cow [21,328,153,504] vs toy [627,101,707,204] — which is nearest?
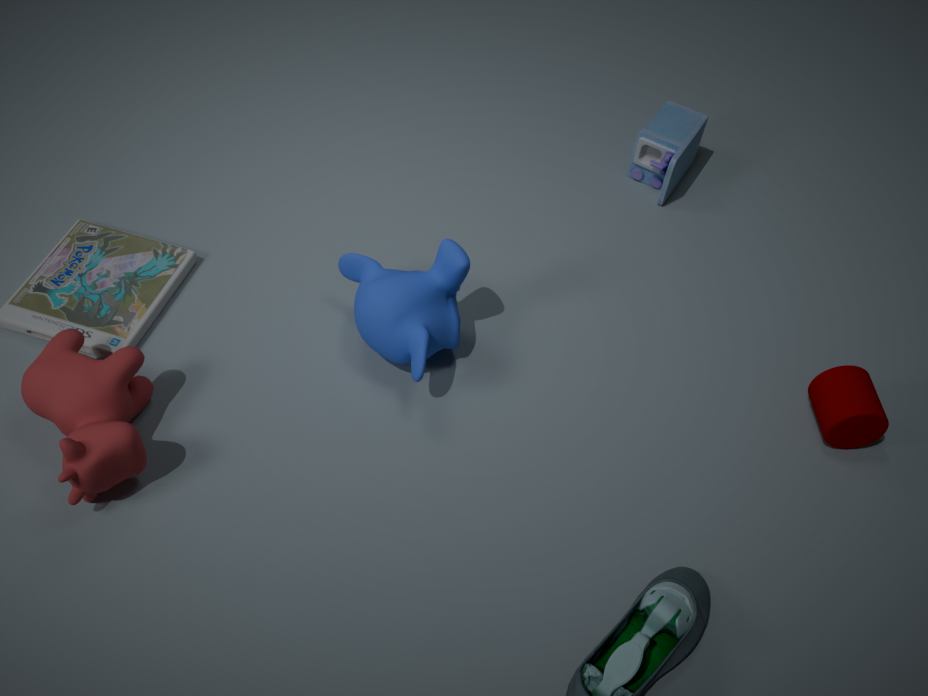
cow [21,328,153,504]
